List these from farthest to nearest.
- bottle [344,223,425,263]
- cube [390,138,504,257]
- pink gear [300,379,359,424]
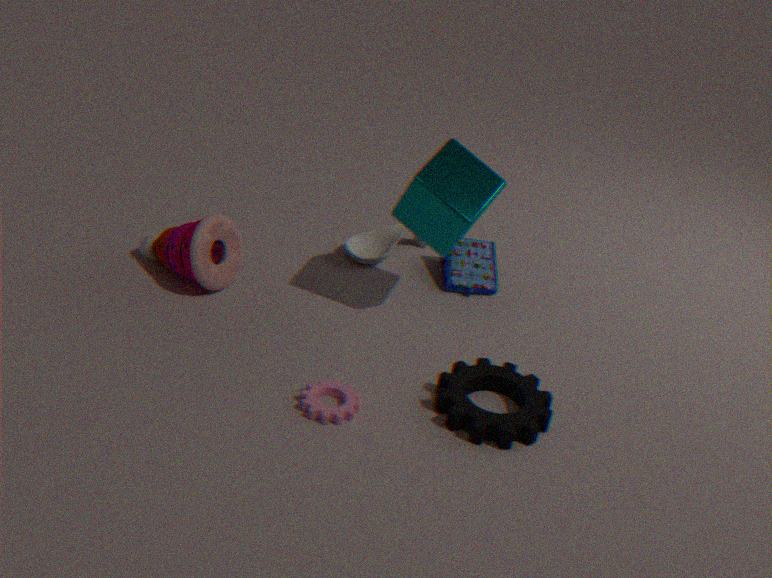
1. bottle [344,223,425,263]
2. cube [390,138,504,257]
3. pink gear [300,379,359,424]
